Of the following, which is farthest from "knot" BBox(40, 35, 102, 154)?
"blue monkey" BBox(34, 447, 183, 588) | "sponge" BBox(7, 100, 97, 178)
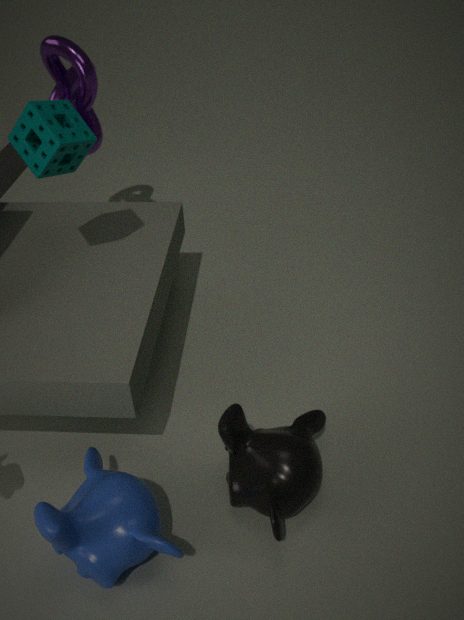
"blue monkey" BBox(34, 447, 183, 588)
